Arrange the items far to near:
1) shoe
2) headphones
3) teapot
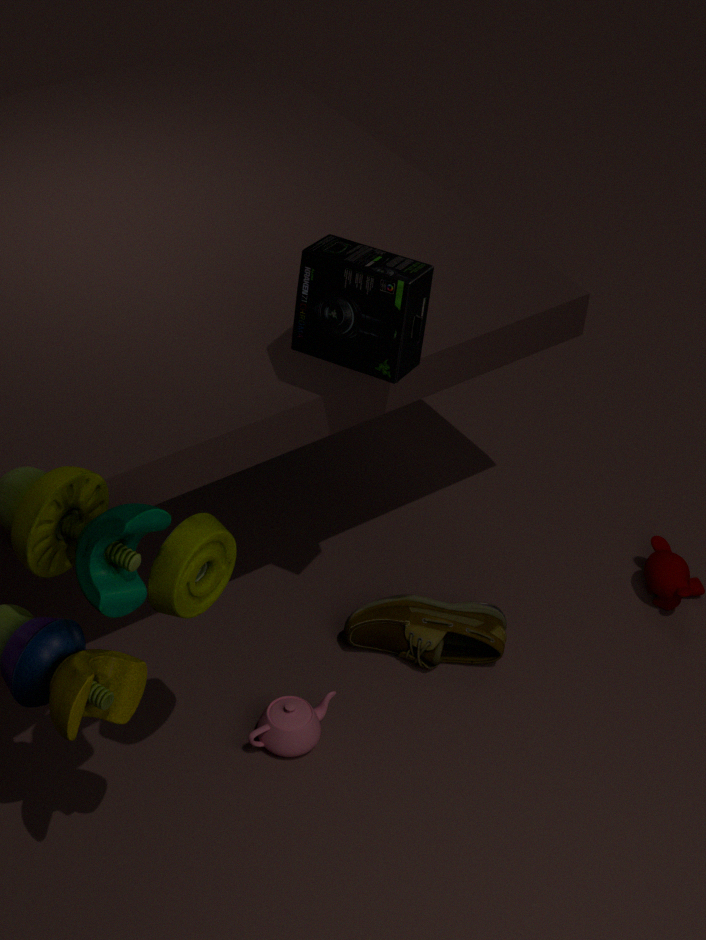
1. shoe < 3. teapot < 2. headphones
